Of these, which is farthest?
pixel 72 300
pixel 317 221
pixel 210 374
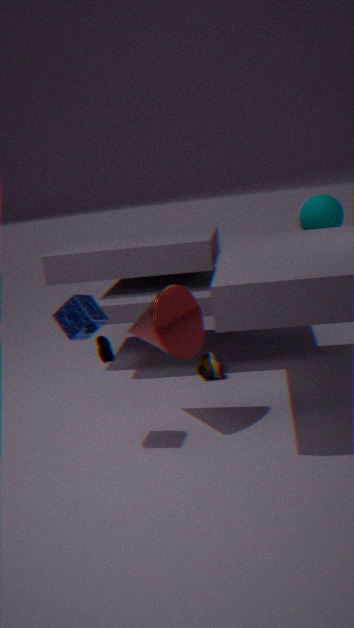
pixel 317 221
